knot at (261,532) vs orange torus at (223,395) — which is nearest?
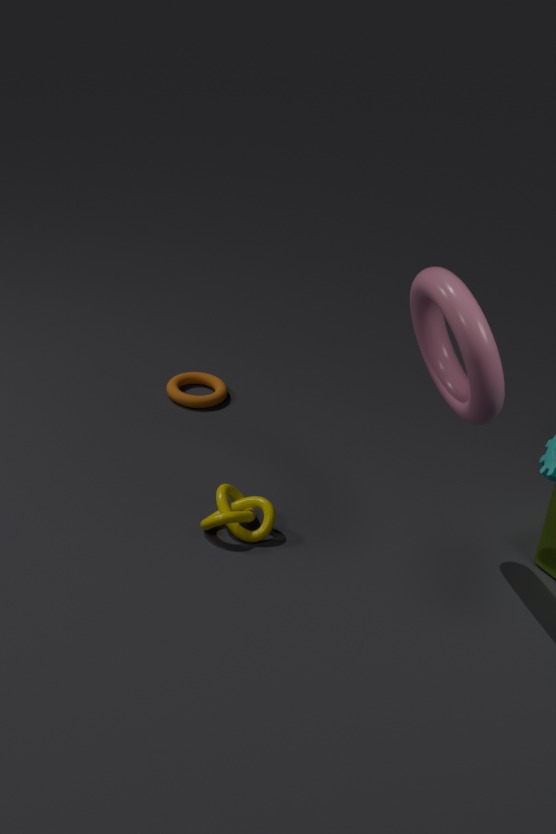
knot at (261,532)
